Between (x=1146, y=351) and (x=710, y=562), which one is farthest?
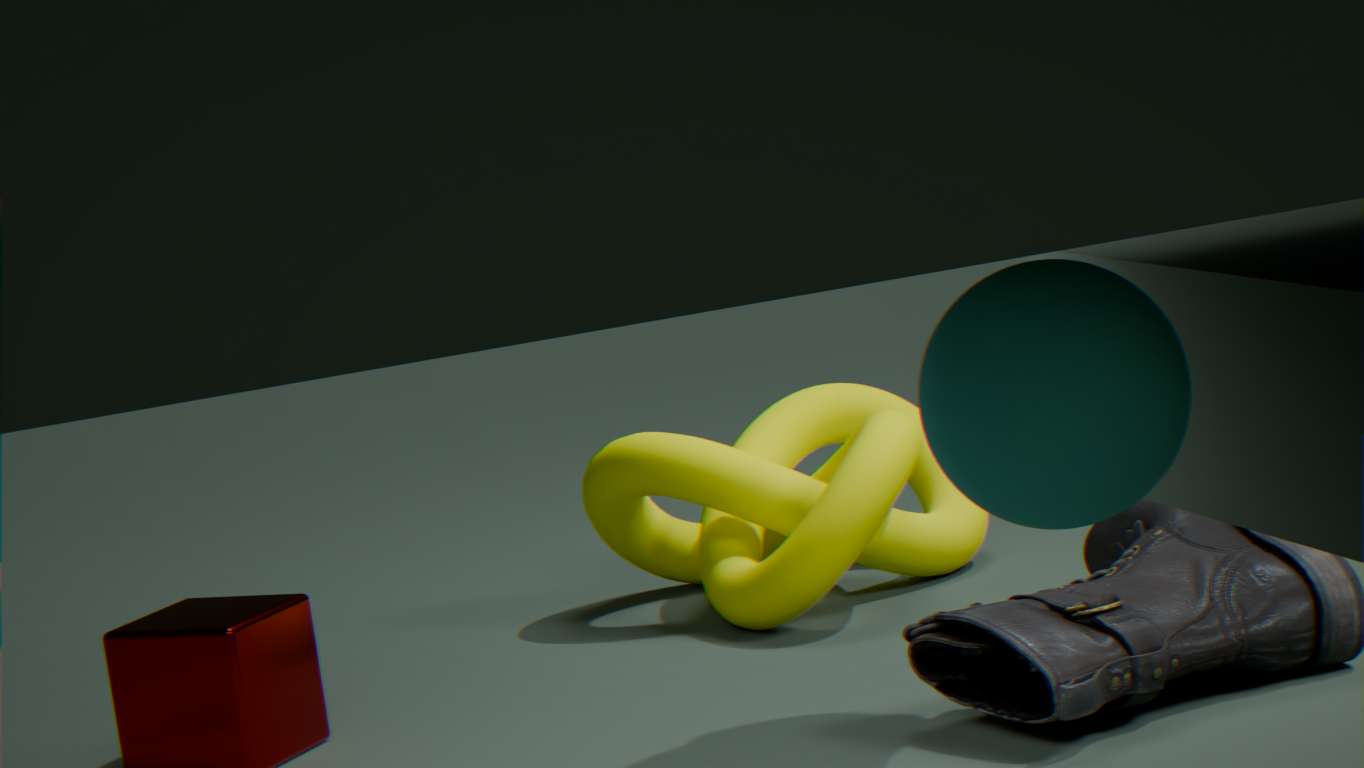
(x=710, y=562)
